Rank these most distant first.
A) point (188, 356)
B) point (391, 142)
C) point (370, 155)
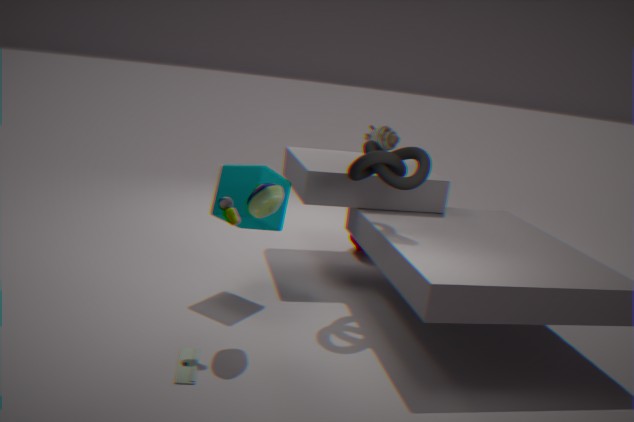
1. point (391, 142)
2. point (370, 155)
3. point (188, 356)
